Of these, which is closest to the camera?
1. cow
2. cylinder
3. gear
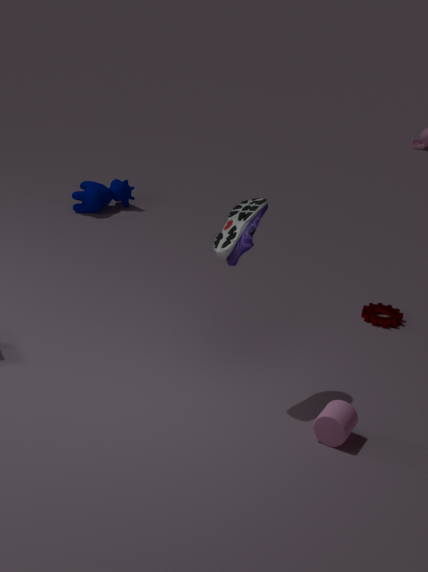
cylinder
